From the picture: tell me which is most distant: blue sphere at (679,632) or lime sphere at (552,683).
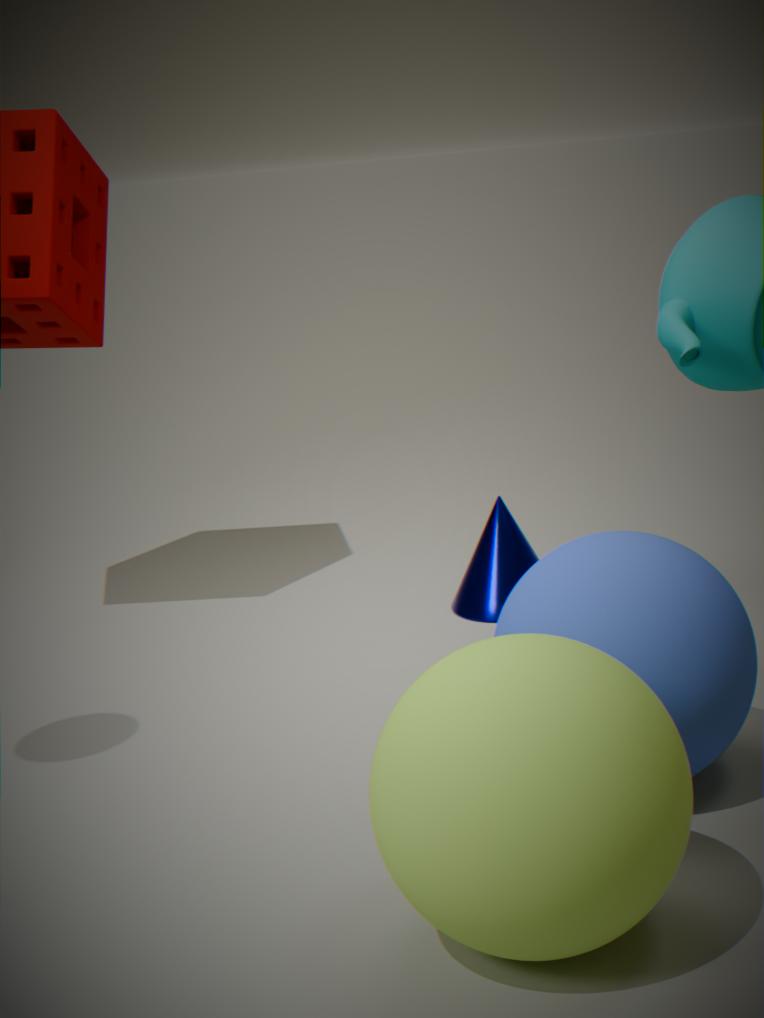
blue sphere at (679,632)
